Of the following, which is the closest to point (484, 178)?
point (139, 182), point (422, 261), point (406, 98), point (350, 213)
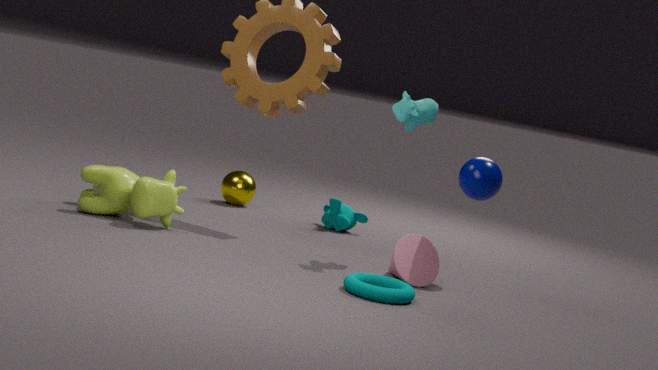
point (406, 98)
